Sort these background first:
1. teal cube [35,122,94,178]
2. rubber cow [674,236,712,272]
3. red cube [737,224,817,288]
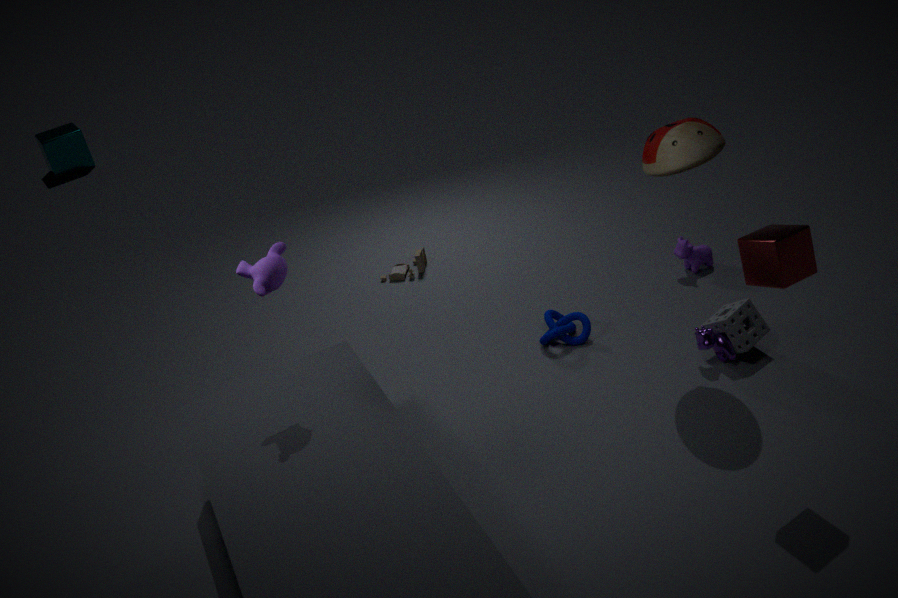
1. teal cube [35,122,94,178]
2. rubber cow [674,236,712,272]
3. red cube [737,224,817,288]
